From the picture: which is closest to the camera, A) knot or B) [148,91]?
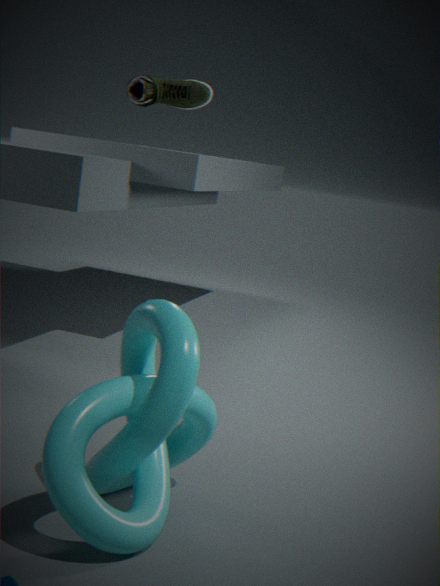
A. knot
